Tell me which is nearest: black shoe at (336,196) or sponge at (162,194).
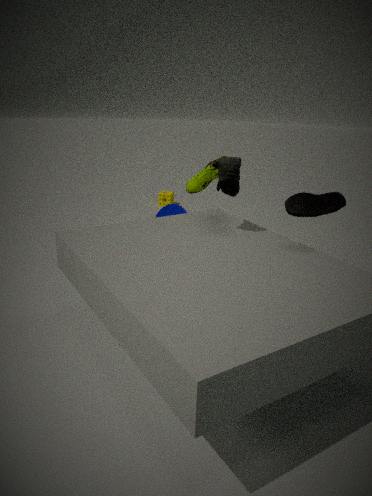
black shoe at (336,196)
